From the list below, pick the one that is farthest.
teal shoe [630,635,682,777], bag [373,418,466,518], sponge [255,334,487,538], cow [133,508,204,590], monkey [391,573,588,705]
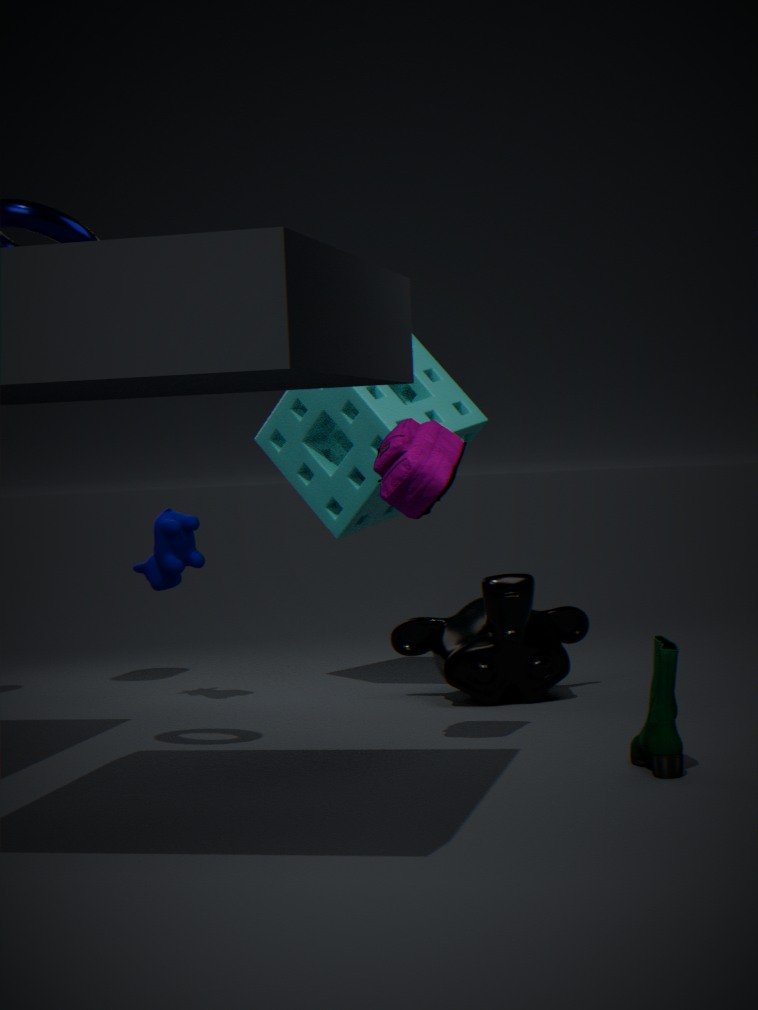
cow [133,508,204,590]
